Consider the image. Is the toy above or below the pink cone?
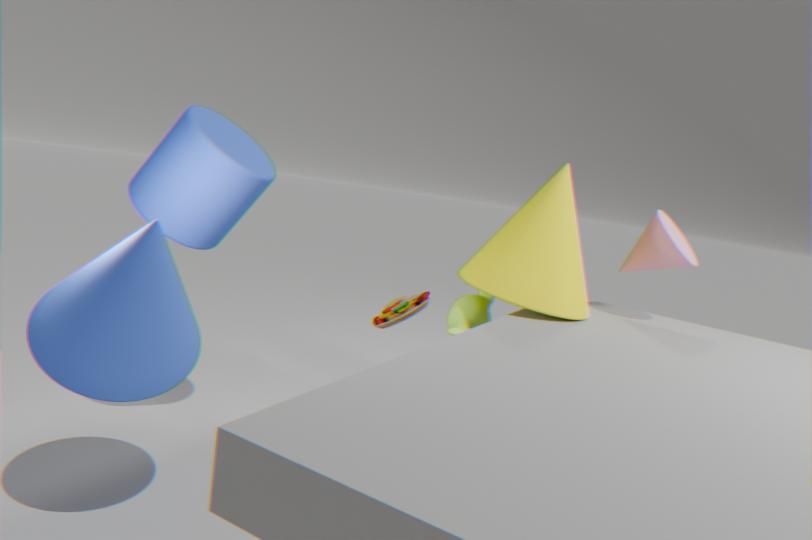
below
